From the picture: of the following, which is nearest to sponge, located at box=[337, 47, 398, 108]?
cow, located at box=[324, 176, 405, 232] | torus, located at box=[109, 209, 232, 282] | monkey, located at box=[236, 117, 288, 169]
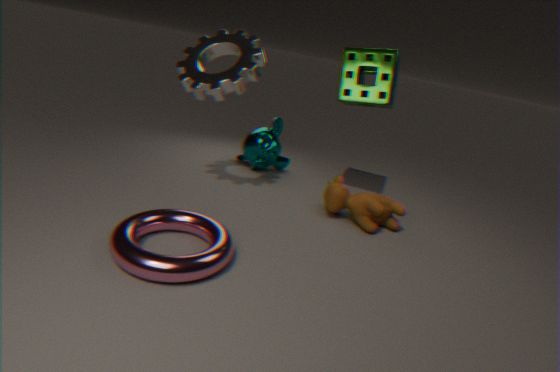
monkey, located at box=[236, 117, 288, 169]
